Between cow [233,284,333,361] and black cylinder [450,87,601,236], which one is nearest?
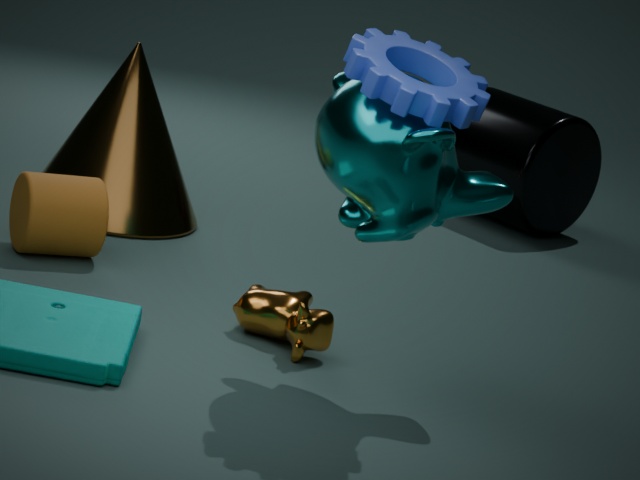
cow [233,284,333,361]
